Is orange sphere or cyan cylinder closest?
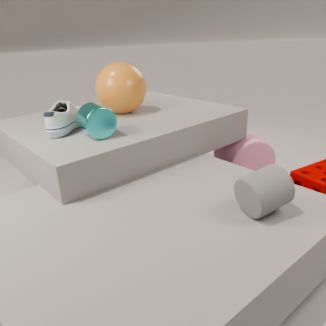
cyan cylinder
